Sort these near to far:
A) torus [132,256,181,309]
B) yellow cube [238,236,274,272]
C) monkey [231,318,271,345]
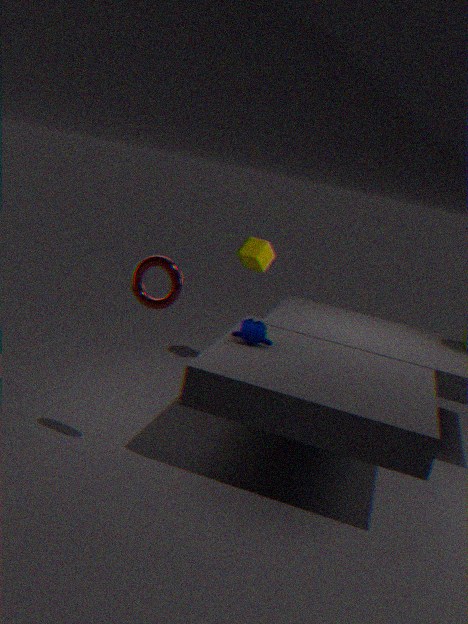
torus [132,256,181,309] → monkey [231,318,271,345] → yellow cube [238,236,274,272]
